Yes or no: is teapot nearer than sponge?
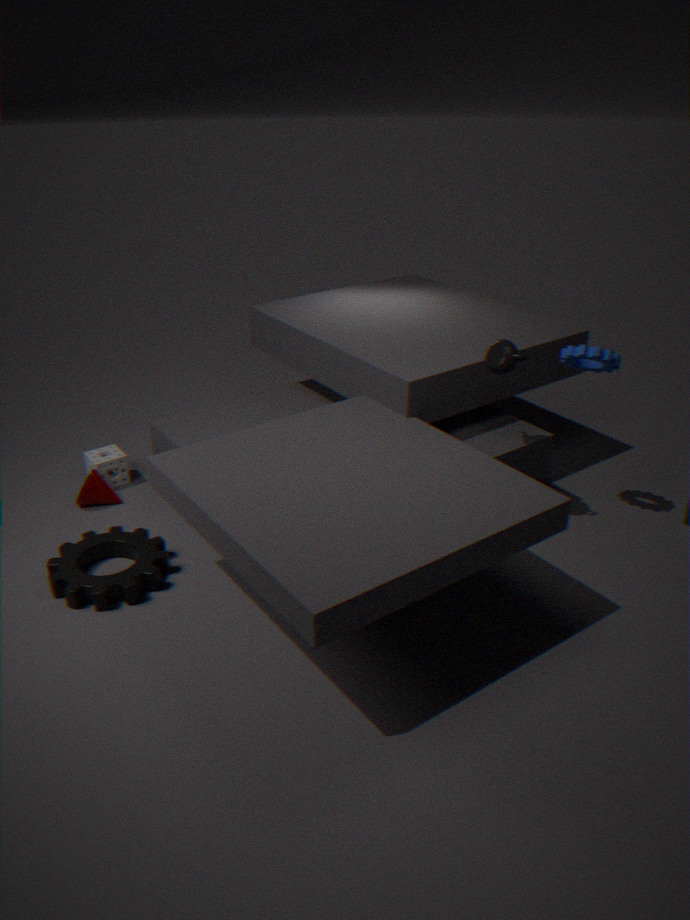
Yes
